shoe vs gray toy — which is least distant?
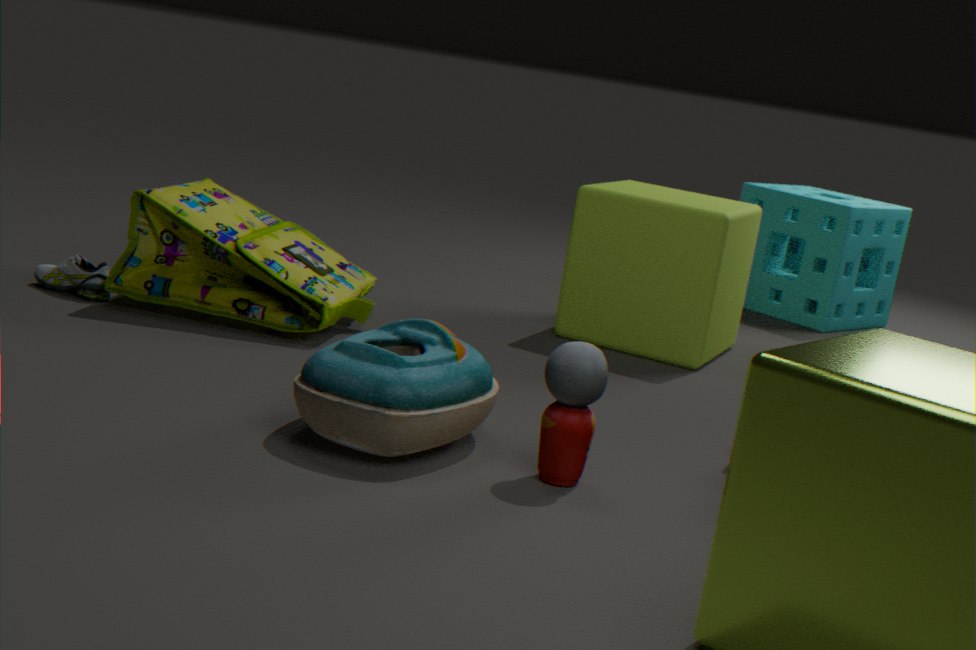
gray toy
